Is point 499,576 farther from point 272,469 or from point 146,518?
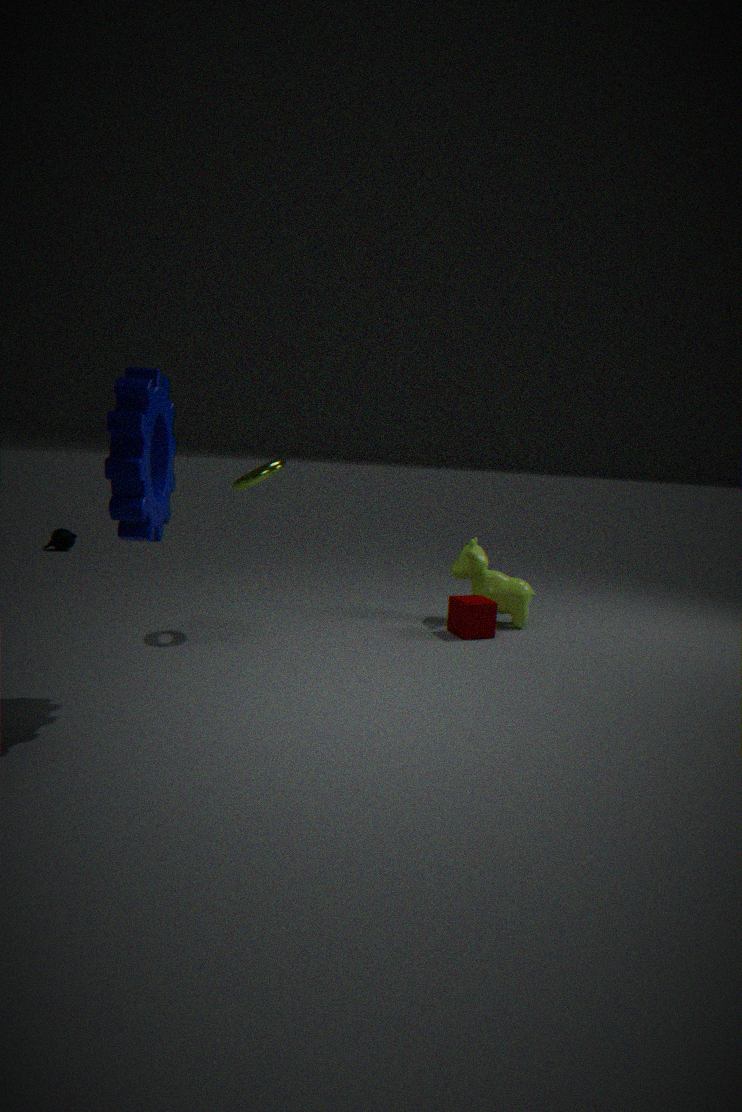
point 146,518
